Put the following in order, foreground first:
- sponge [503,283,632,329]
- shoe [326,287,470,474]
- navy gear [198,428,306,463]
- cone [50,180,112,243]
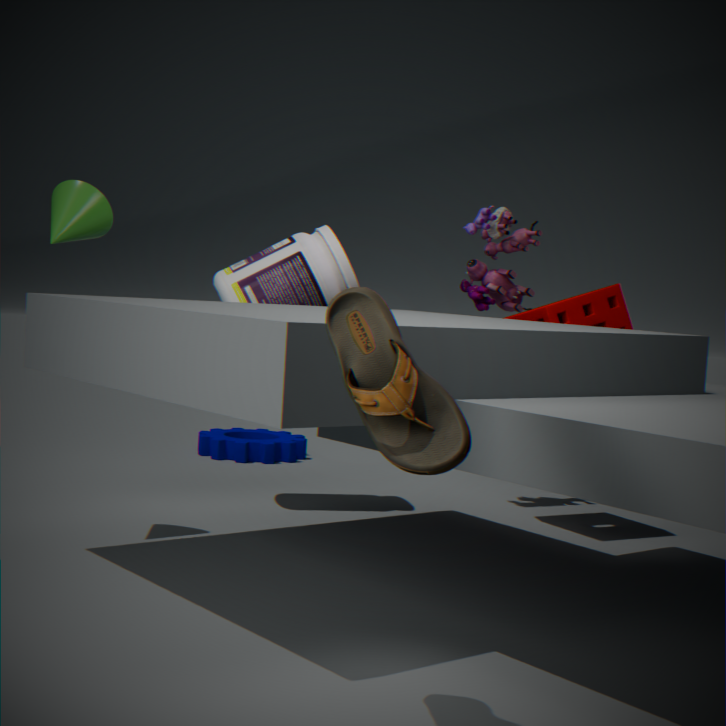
shoe [326,287,470,474]
cone [50,180,112,243]
sponge [503,283,632,329]
navy gear [198,428,306,463]
